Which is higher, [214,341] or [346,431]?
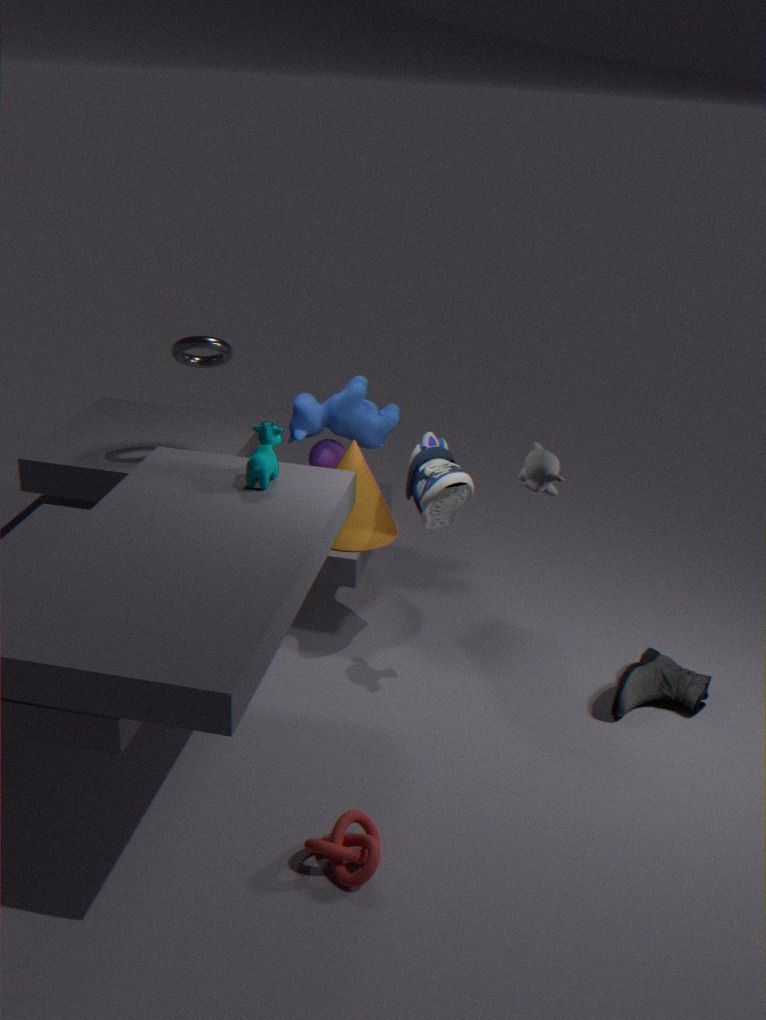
[214,341]
